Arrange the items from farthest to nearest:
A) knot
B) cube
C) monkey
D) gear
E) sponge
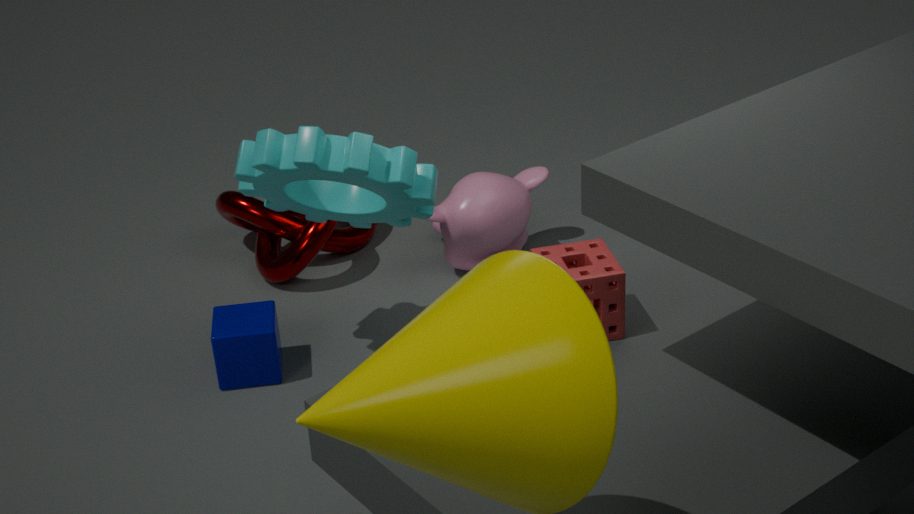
knot < monkey < cube < gear < sponge
